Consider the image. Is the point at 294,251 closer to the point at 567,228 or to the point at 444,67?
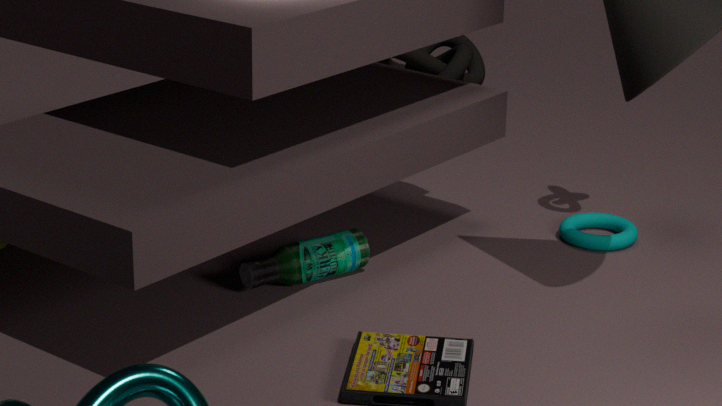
the point at 567,228
